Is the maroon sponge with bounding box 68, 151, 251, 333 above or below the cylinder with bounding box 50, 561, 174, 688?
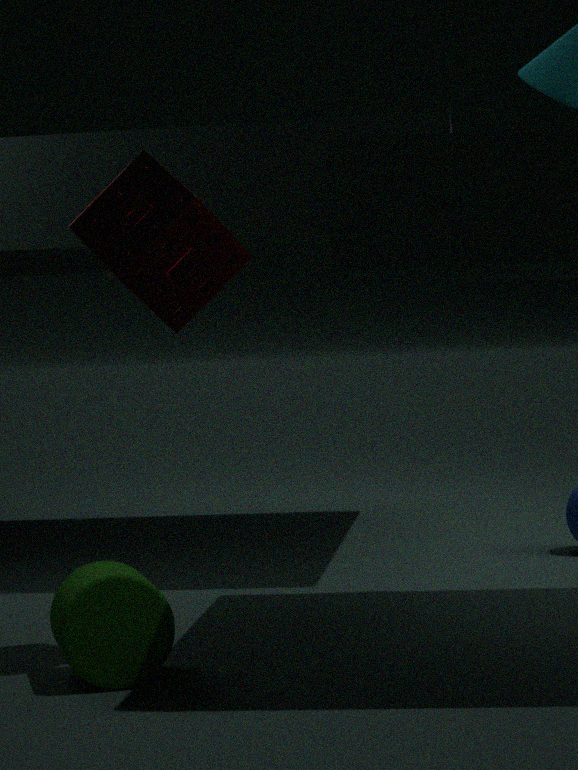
above
